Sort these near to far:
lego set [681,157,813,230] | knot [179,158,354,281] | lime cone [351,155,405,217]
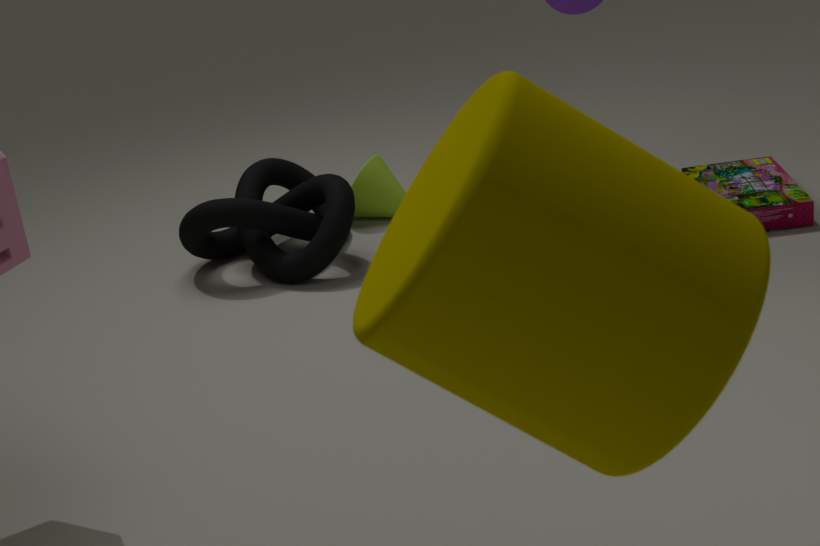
lego set [681,157,813,230], knot [179,158,354,281], lime cone [351,155,405,217]
